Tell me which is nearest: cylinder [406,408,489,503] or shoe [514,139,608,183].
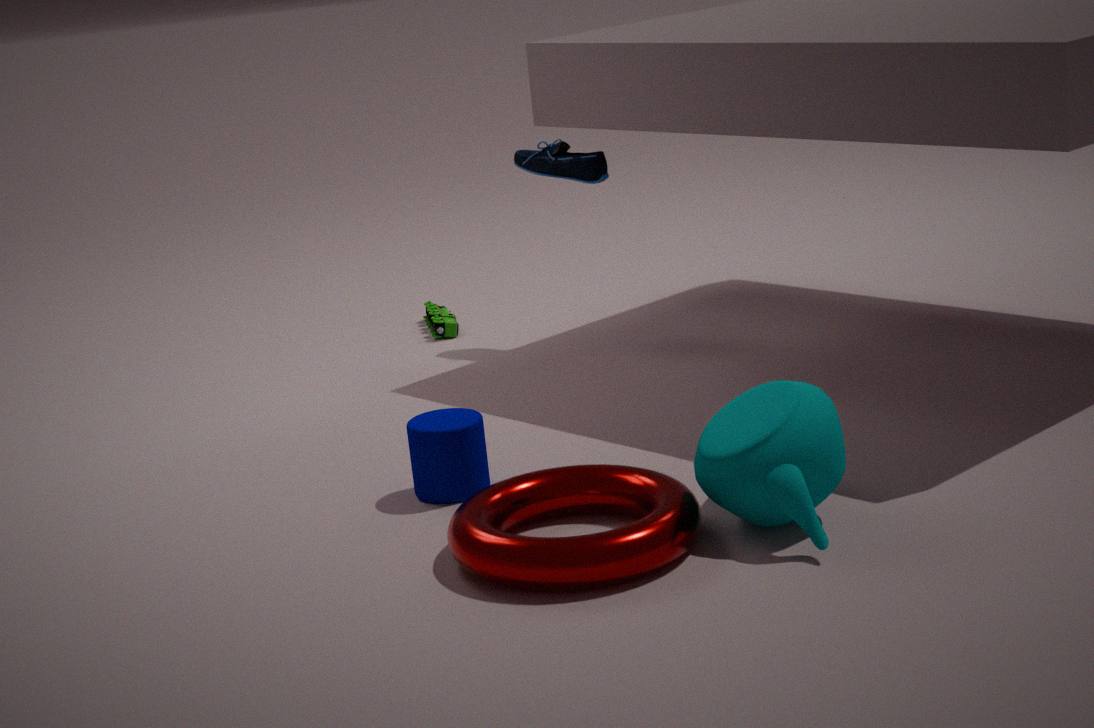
cylinder [406,408,489,503]
